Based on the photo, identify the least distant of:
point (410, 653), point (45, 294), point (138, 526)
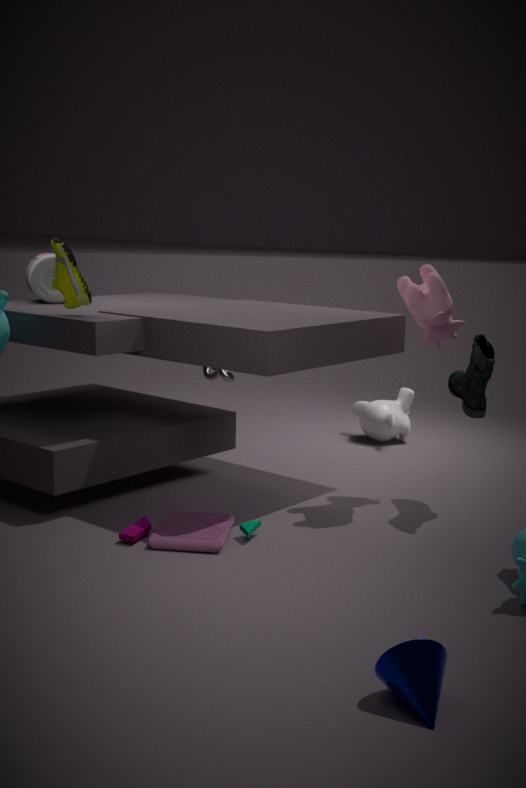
point (410, 653)
